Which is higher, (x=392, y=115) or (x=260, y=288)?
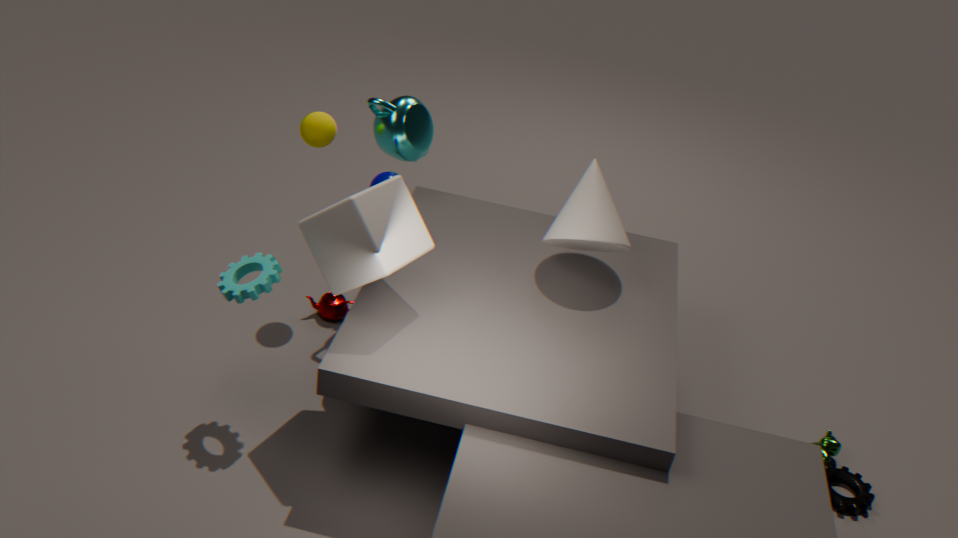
(x=392, y=115)
